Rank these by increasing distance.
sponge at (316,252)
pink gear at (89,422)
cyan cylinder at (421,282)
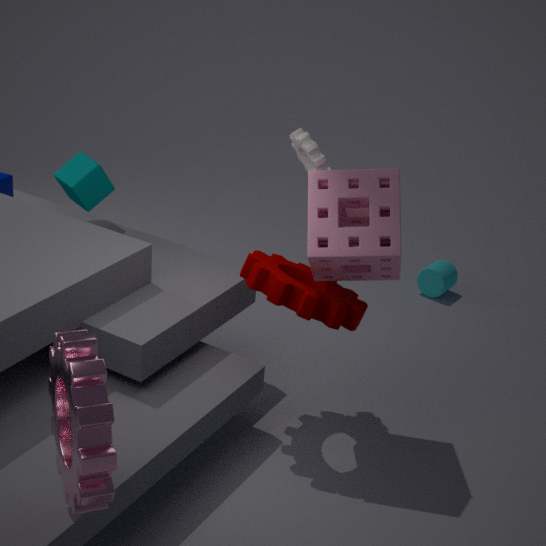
pink gear at (89,422) < sponge at (316,252) < cyan cylinder at (421,282)
